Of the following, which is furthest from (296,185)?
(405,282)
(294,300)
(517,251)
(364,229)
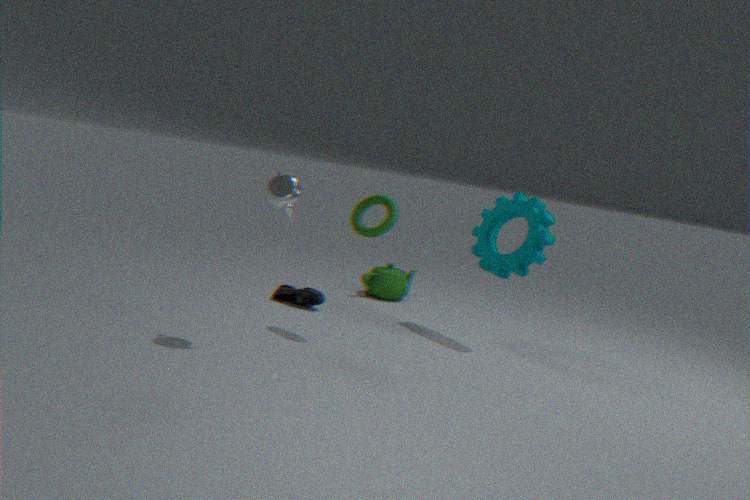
(405,282)
